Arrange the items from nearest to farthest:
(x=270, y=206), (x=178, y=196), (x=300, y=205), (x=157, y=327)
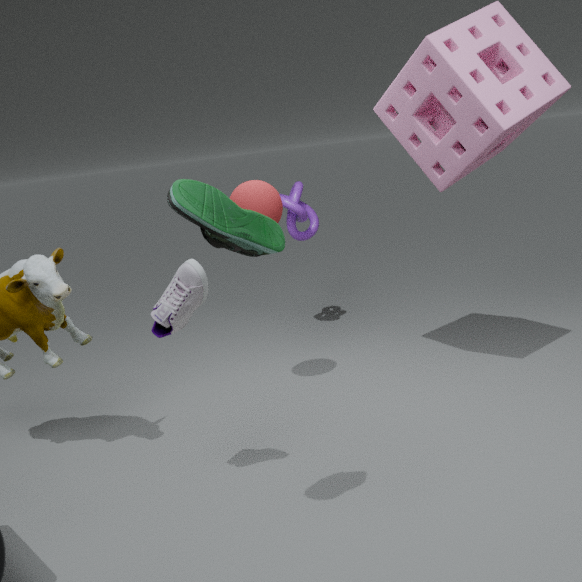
(x=178, y=196) → (x=157, y=327) → (x=270, y=206) → (x=300, y=205)
